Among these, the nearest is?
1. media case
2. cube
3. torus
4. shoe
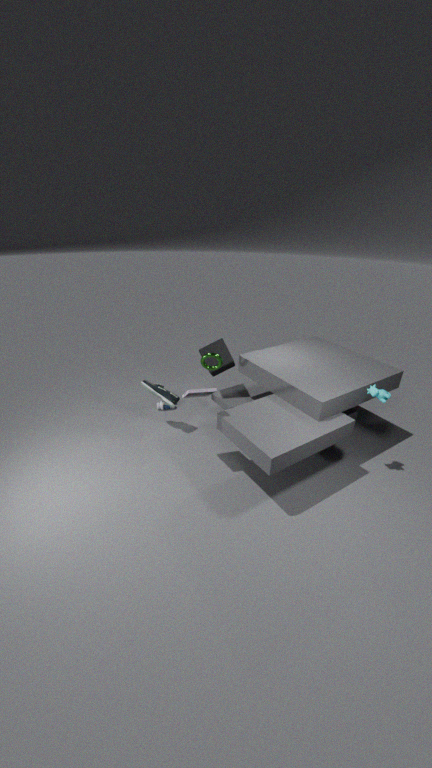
media case
